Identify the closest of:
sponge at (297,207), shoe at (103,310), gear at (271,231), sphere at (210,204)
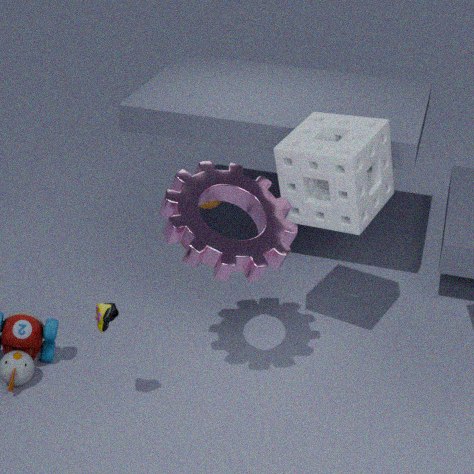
shoe at (103,310)
